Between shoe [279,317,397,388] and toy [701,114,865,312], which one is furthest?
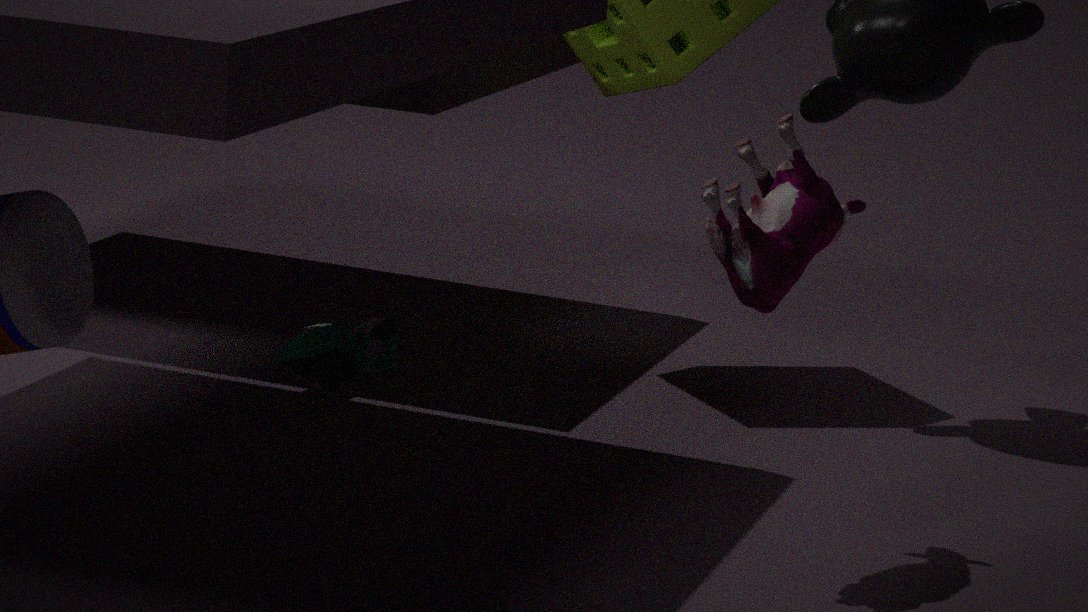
shoe [279,317,397,388]
